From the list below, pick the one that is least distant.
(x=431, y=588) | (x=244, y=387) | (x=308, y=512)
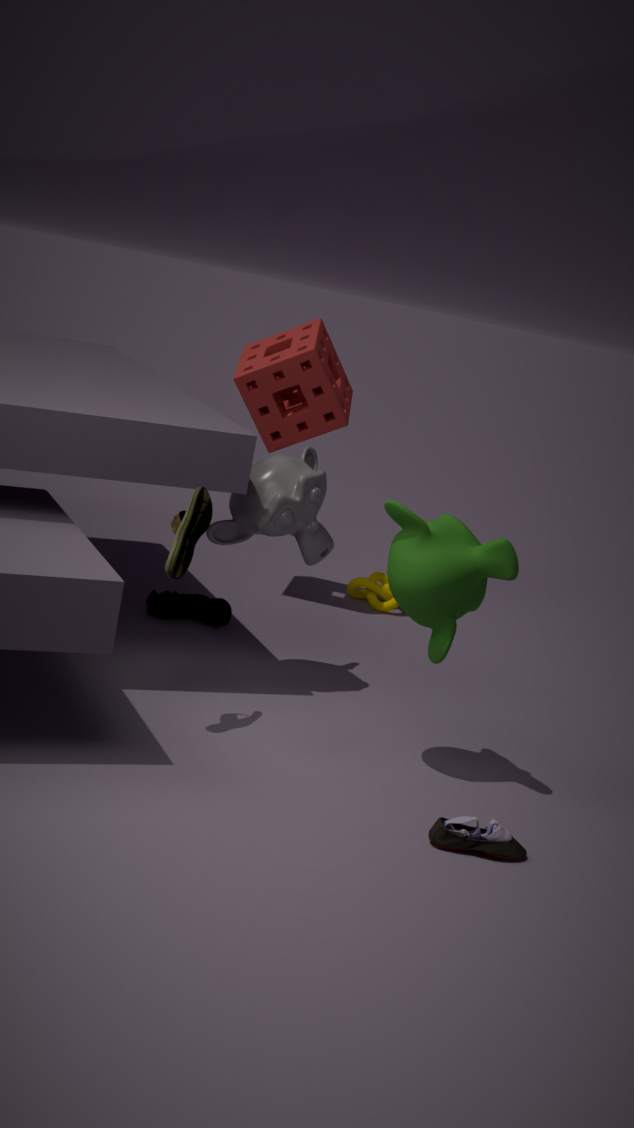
(x=431, y=588)
